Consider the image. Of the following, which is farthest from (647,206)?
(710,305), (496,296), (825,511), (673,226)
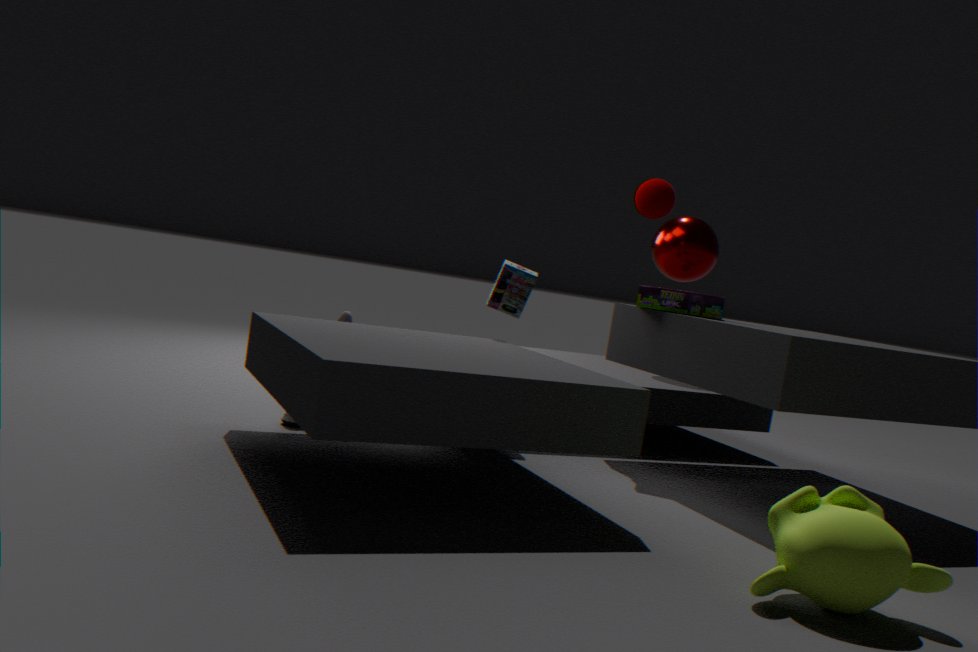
(825,511)
